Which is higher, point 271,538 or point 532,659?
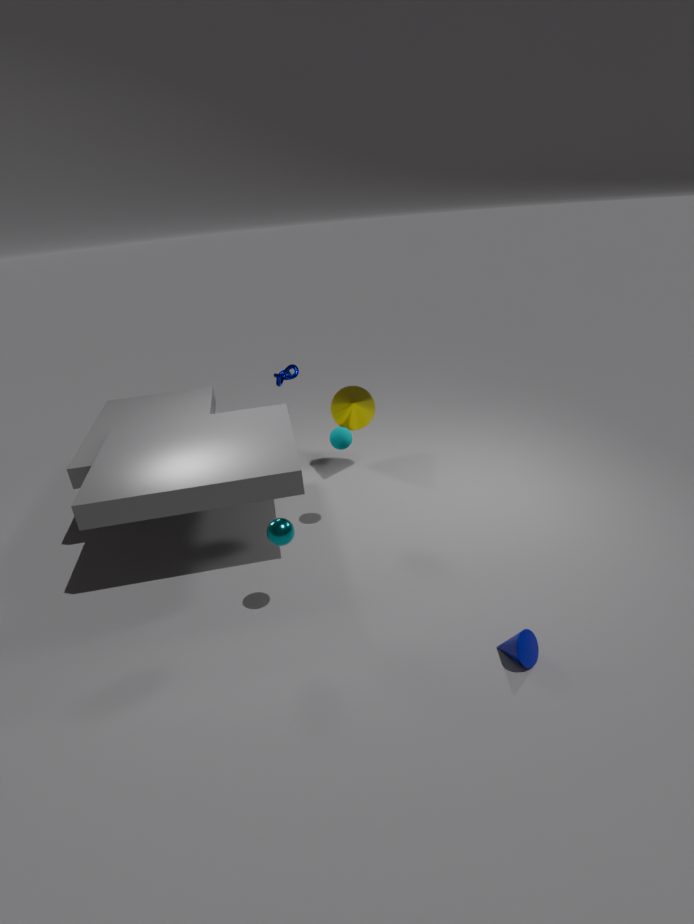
point 271,538
